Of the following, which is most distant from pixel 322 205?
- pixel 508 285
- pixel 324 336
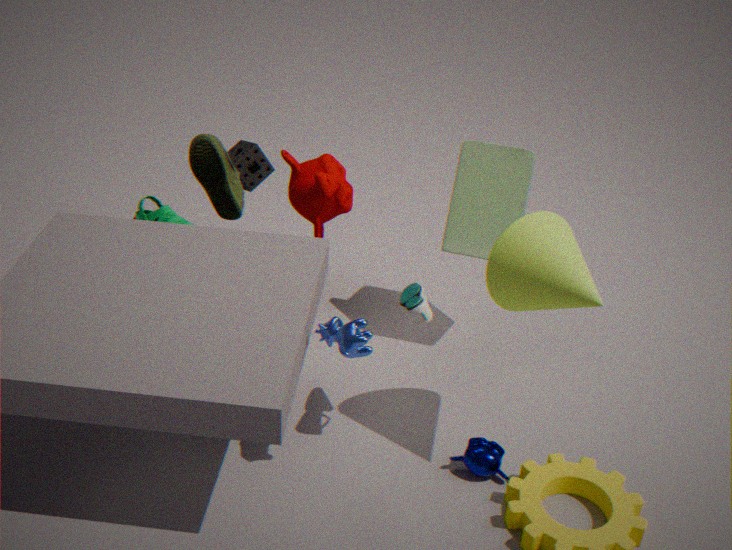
pixel 508 285
